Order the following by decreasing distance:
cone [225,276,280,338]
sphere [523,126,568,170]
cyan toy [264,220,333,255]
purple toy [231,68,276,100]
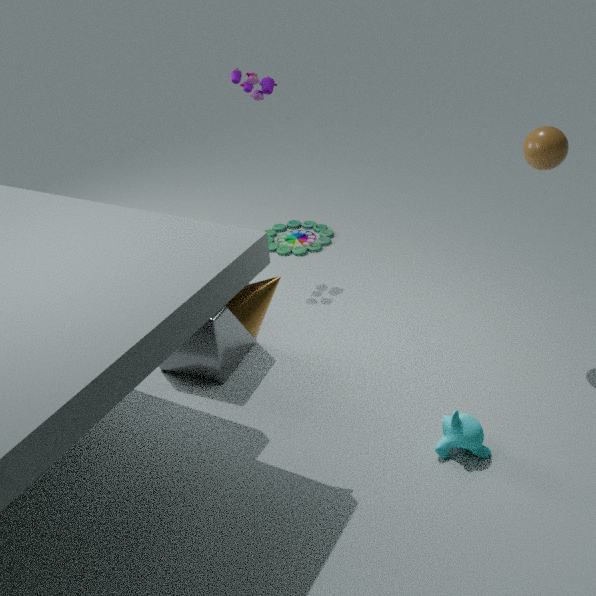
1. cyan toy [264,220,333,255]
2. purple toy [231,68,276,100]
3. sphere [523,126,568,170]
4. cone [225,276,280,338]
